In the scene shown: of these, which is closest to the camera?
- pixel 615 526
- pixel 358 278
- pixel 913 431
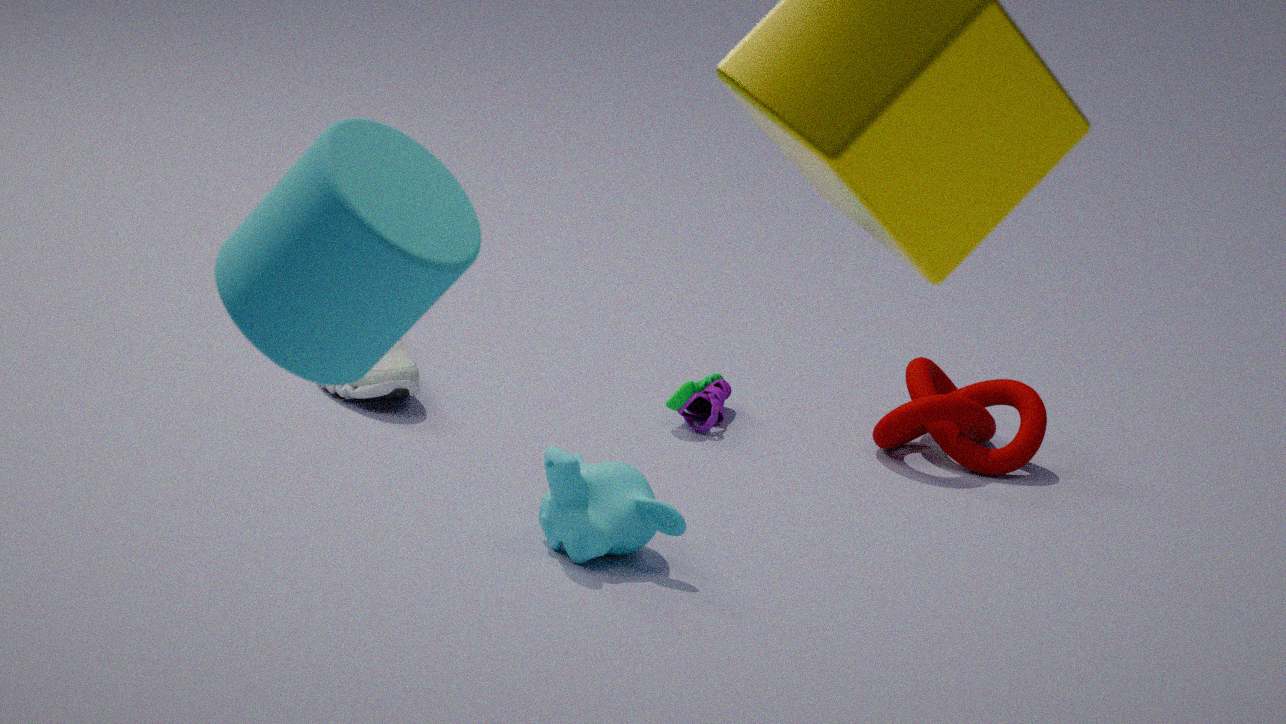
pixel 358 278
